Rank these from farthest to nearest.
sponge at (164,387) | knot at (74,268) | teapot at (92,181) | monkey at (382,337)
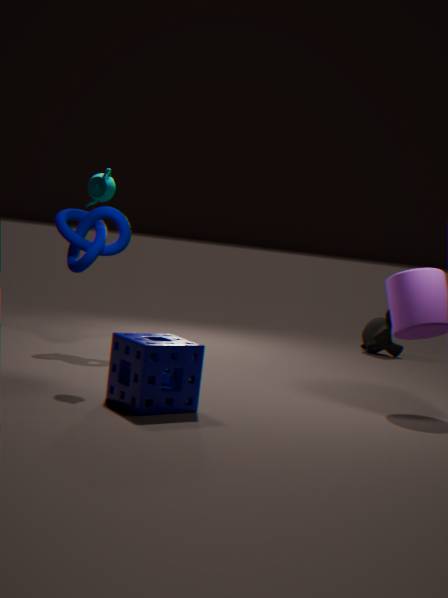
1. monkey at (382,337)
2. knot at (74,268)
3. teapot at (92,181)
4. sponge at (164,387)
